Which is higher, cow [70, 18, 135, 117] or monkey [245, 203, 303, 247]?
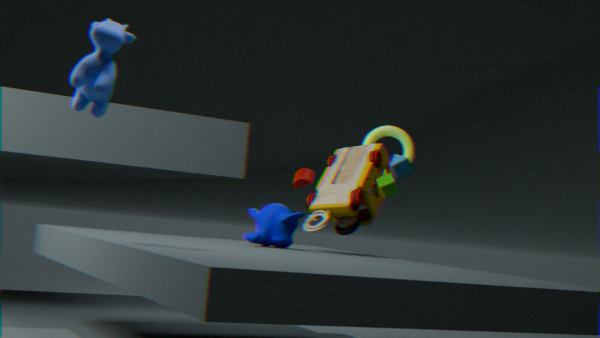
cow [70, 18, 135, 117]
